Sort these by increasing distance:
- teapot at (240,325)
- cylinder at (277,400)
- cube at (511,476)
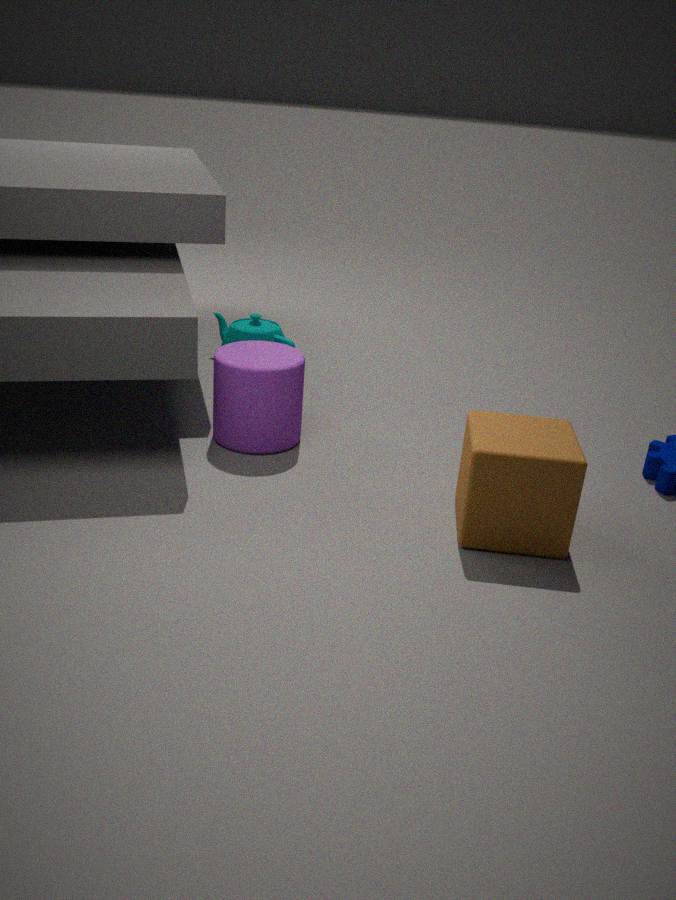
1. cube at (511,476)
2. cylinder at (277,400)
3. teapot at (240,325)
